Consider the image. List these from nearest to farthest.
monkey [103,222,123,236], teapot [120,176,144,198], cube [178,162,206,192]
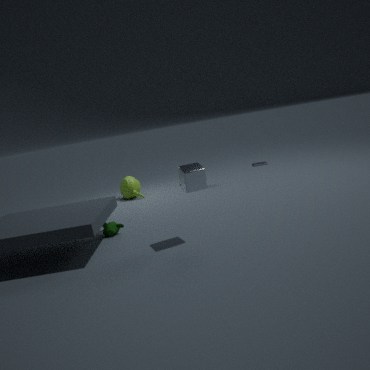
cube [178,162,206,192] < monkey [103,222,123,236] < teapot [120,176,144,198]
